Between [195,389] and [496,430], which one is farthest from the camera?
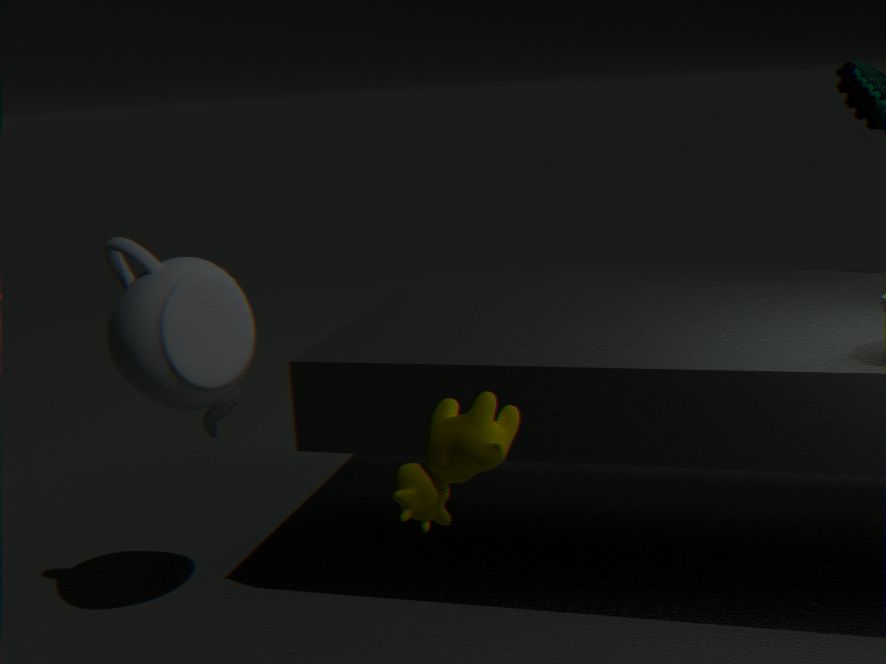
[195,389]
